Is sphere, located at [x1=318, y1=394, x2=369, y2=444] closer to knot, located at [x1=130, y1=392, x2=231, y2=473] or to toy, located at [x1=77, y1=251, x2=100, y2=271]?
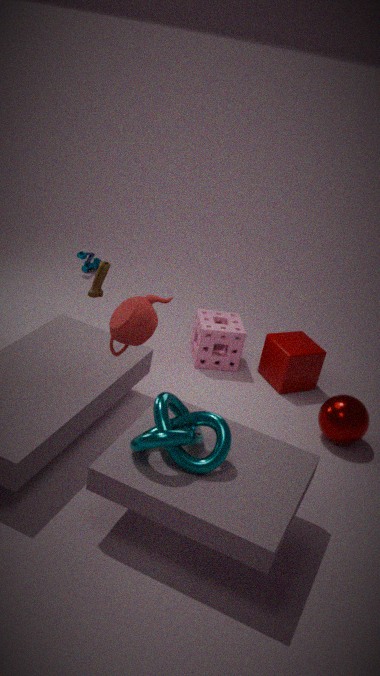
knot, located at [x1=130, y1=392, x2=231, y2=473]
